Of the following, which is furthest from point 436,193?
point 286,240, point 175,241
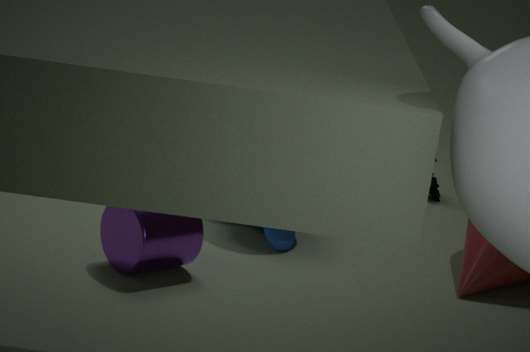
point 175,241
